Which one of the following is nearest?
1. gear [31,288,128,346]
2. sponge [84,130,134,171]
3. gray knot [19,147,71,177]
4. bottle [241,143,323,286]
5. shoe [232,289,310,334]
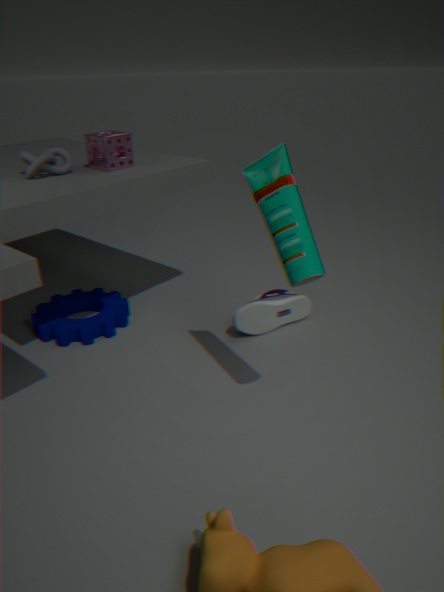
bottle [241,143,323,286]
